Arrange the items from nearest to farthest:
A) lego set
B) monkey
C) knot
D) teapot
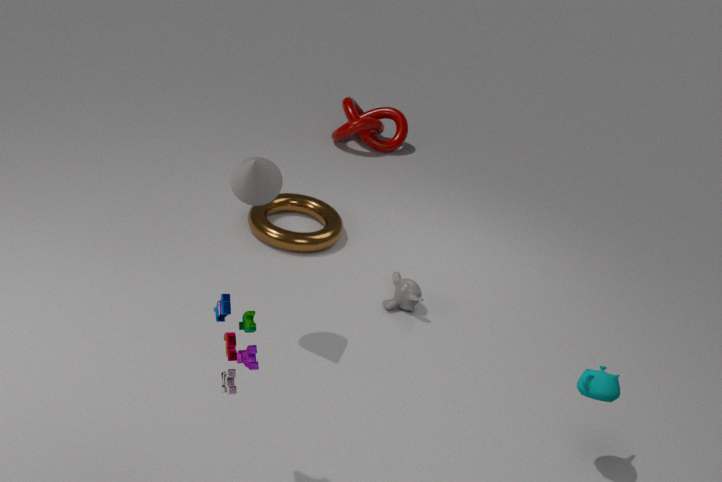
1. lego set
2. teapot
3. monkey
4. knot
